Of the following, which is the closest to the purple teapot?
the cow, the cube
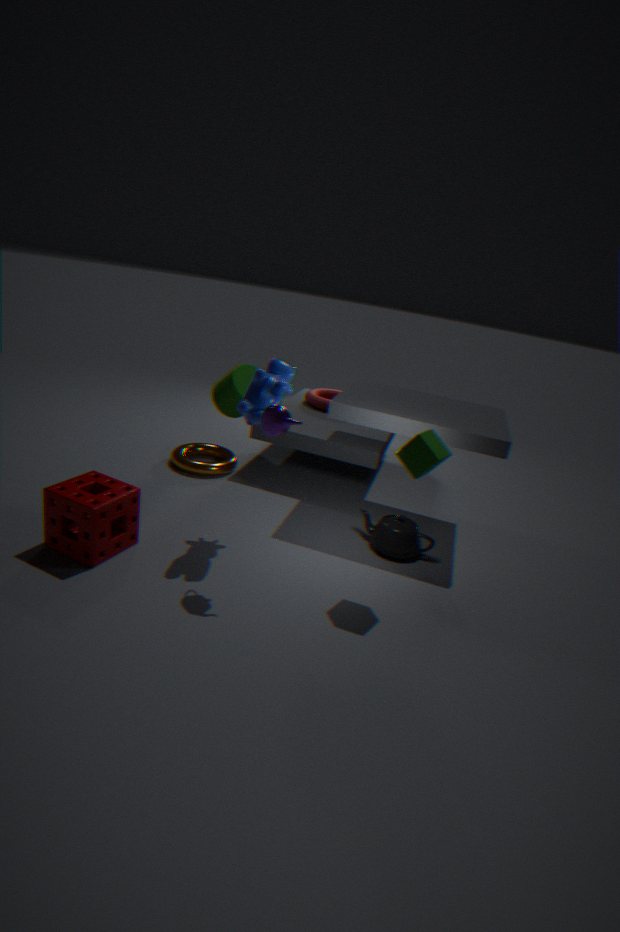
the cow
